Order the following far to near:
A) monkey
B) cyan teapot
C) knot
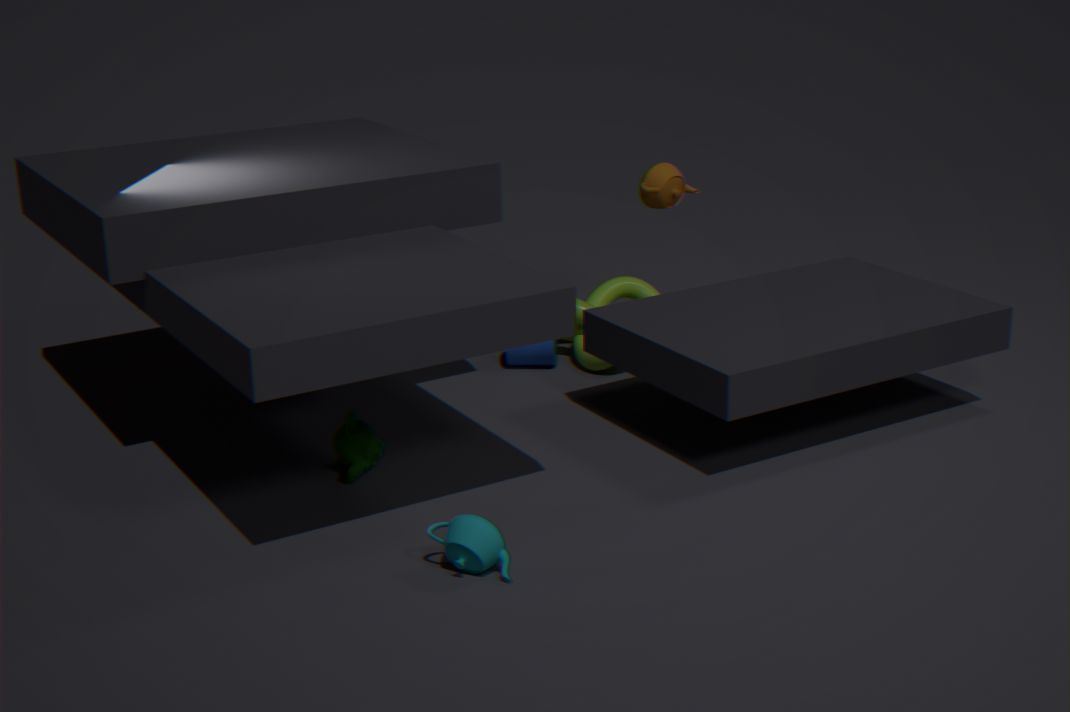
knot, monkey, cyan teapot
